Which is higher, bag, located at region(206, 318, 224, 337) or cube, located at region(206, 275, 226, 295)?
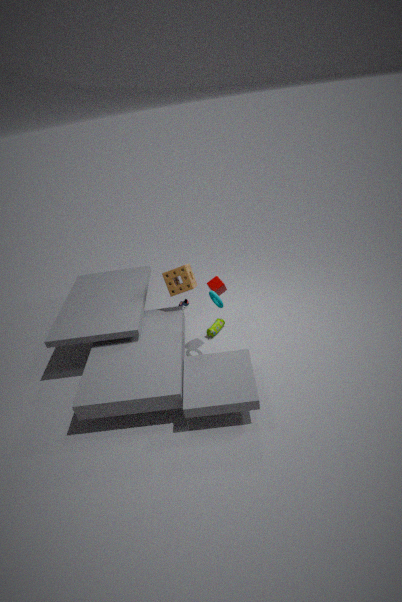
cube, located at region(206, 275, 226, 295)
